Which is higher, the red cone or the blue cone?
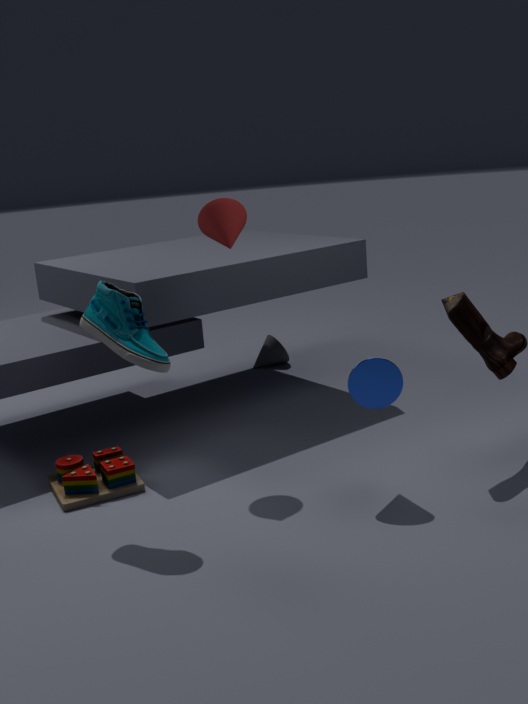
the red cone
